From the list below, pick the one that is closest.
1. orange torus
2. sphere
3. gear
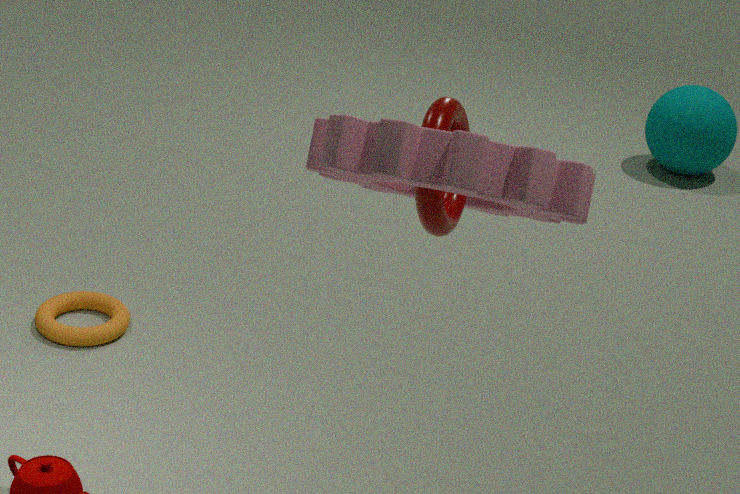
gear
